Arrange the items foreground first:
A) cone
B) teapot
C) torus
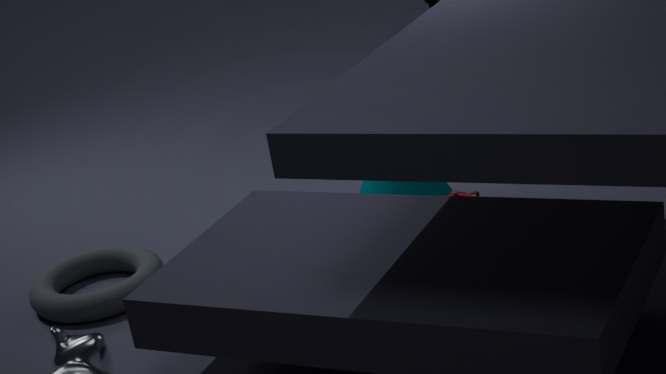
torus
teapot
cone
